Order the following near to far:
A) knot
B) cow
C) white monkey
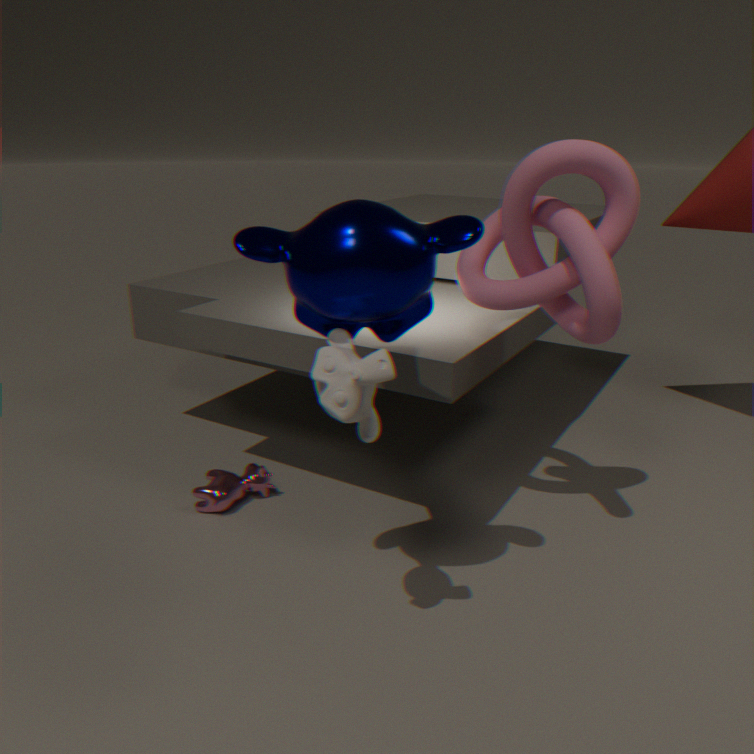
white monkey
knot
cow
